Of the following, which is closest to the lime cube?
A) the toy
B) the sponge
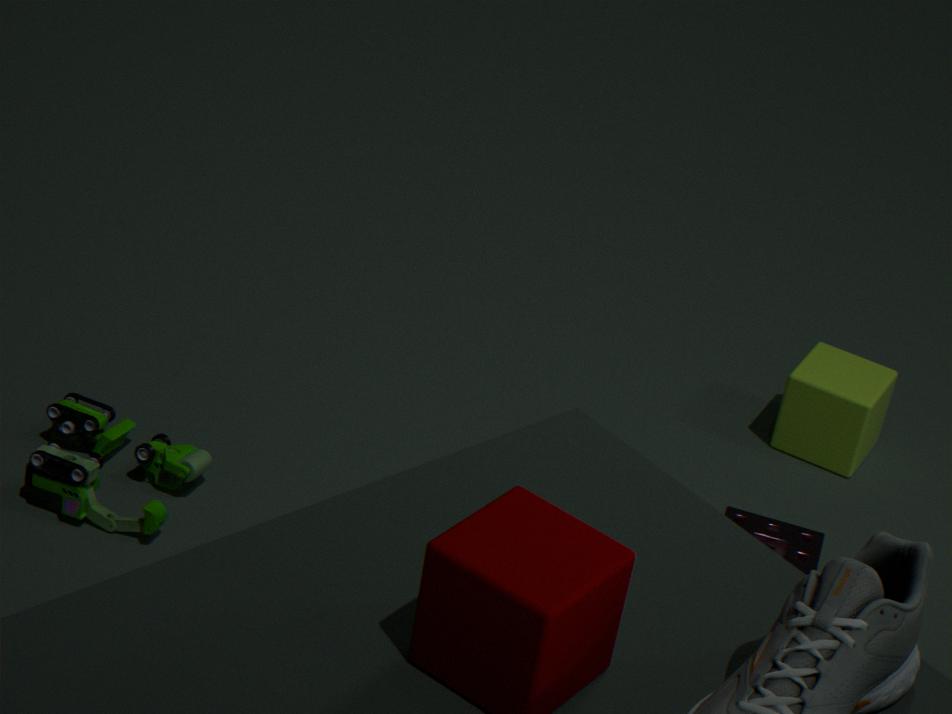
the sponge
